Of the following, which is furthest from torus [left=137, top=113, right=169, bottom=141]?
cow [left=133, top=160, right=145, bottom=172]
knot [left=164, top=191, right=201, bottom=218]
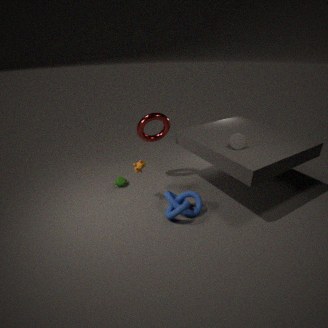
knot [left=164, top=191, right=201, bottom=218]
